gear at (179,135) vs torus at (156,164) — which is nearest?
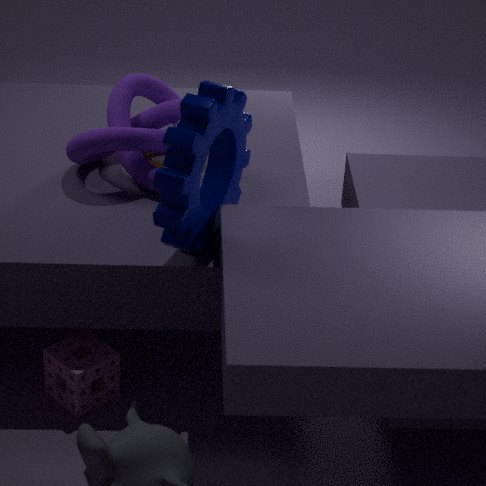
gear at (179,135)
